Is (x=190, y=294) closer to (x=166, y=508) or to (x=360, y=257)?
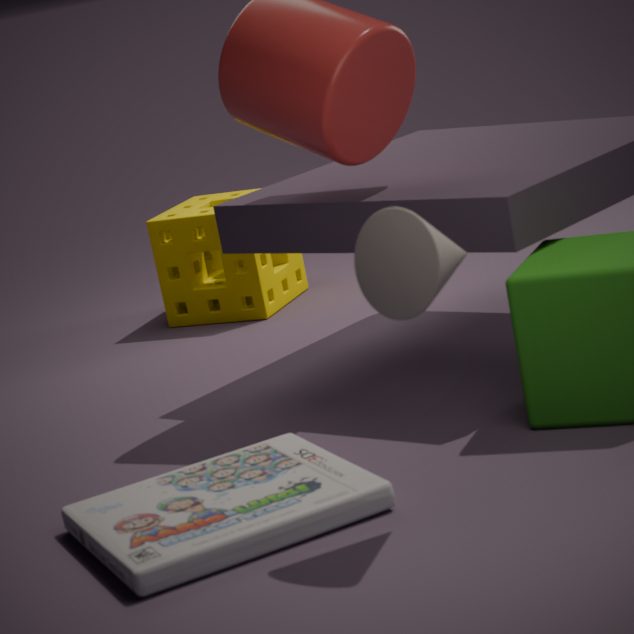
(x=166, y=508)
